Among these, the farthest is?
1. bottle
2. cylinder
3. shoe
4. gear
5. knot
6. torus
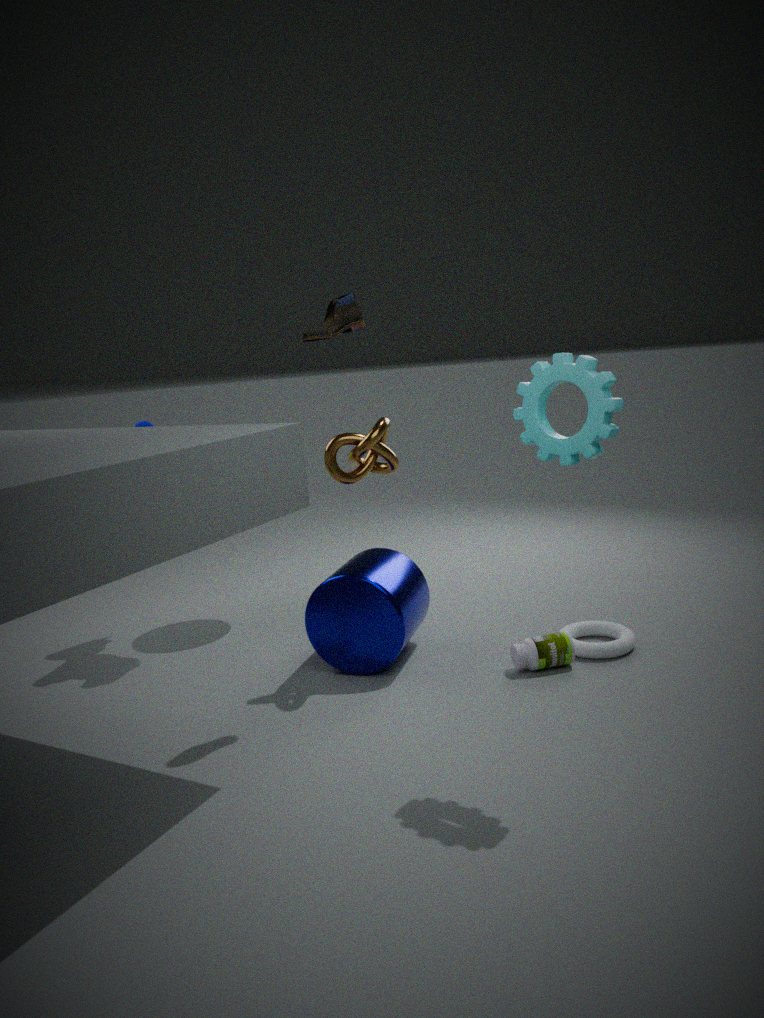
torus
